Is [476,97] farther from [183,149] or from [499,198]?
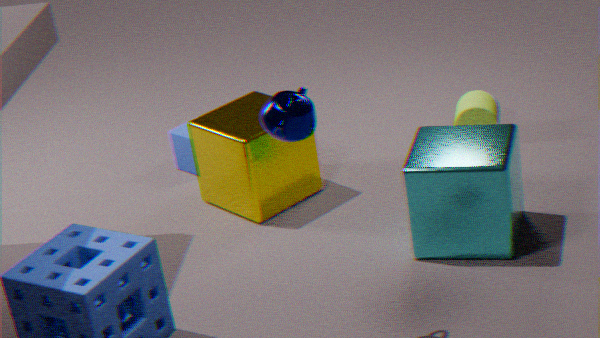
[183,149]
